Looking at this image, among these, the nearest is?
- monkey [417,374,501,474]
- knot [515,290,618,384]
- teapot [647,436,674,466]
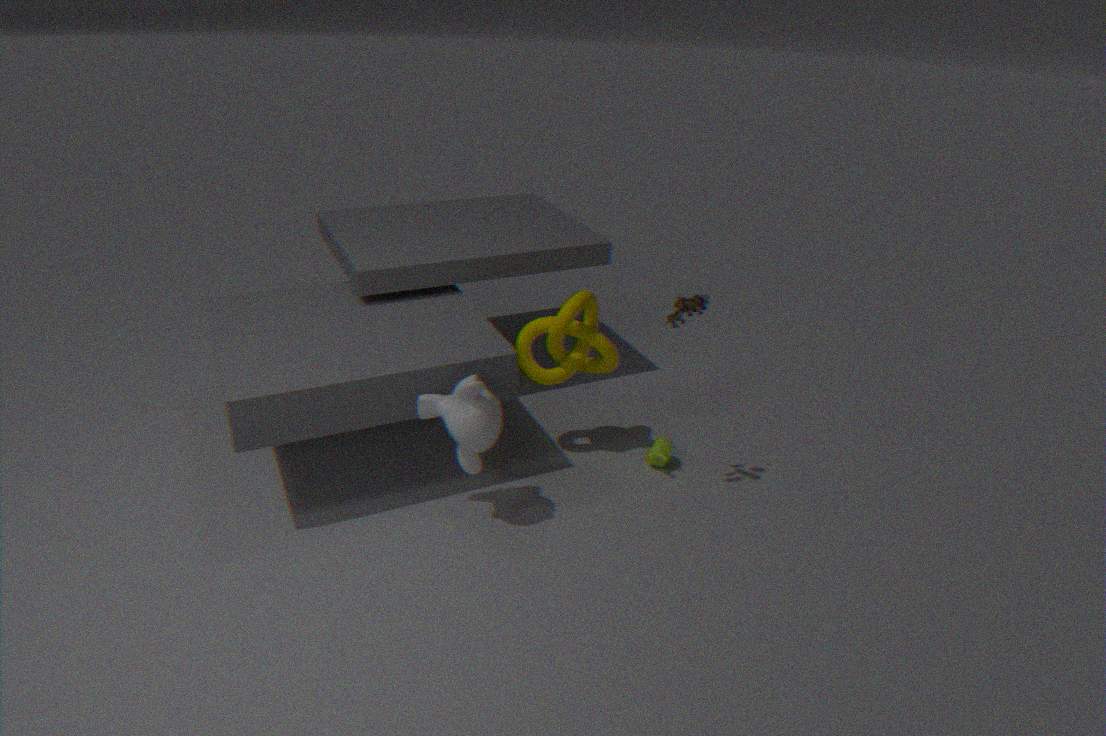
monkey [417,374,501,474]
